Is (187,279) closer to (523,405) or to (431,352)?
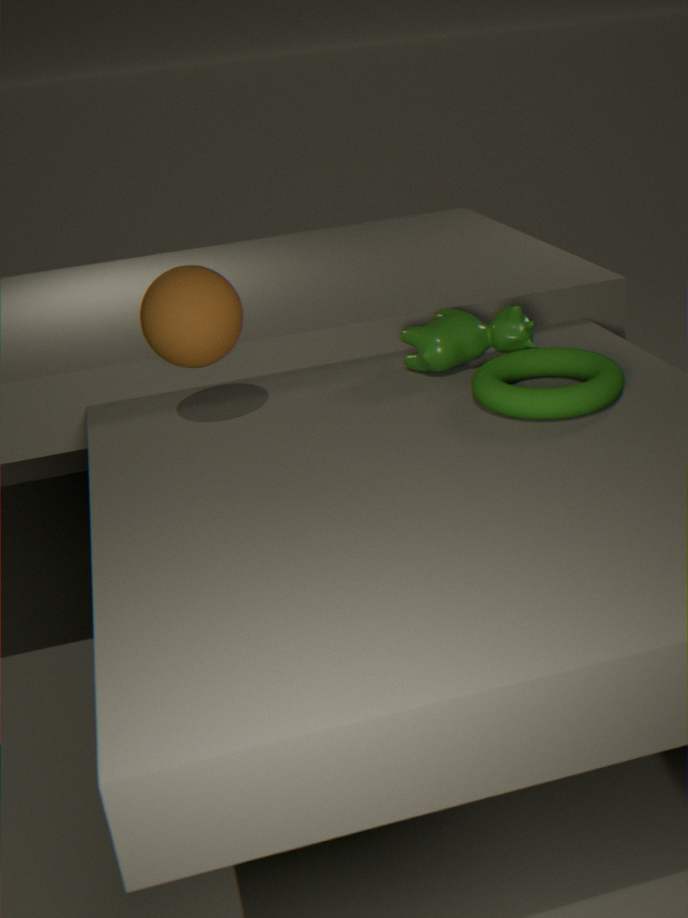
(431,352)
